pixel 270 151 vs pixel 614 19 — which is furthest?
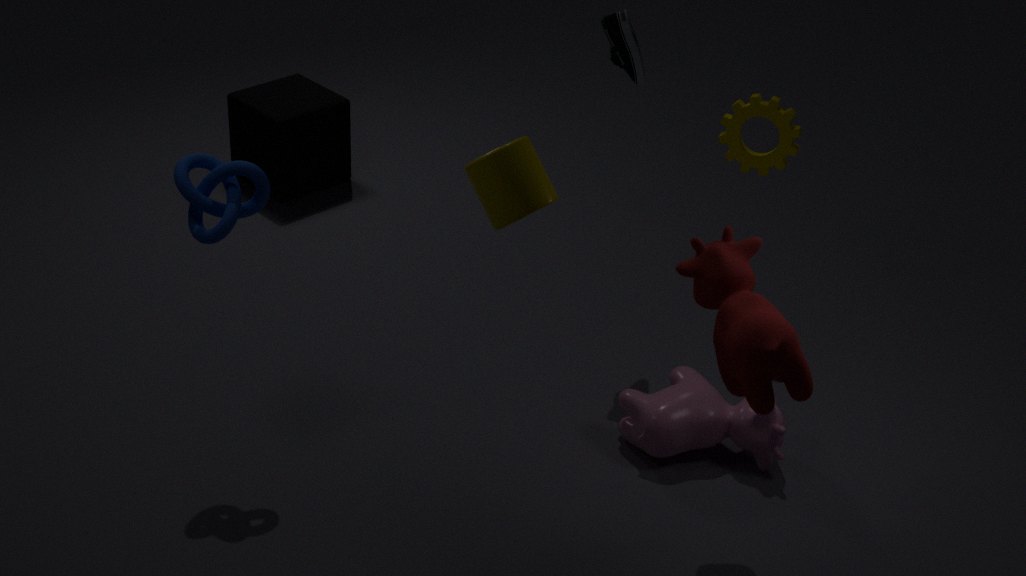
pixel 270 151
